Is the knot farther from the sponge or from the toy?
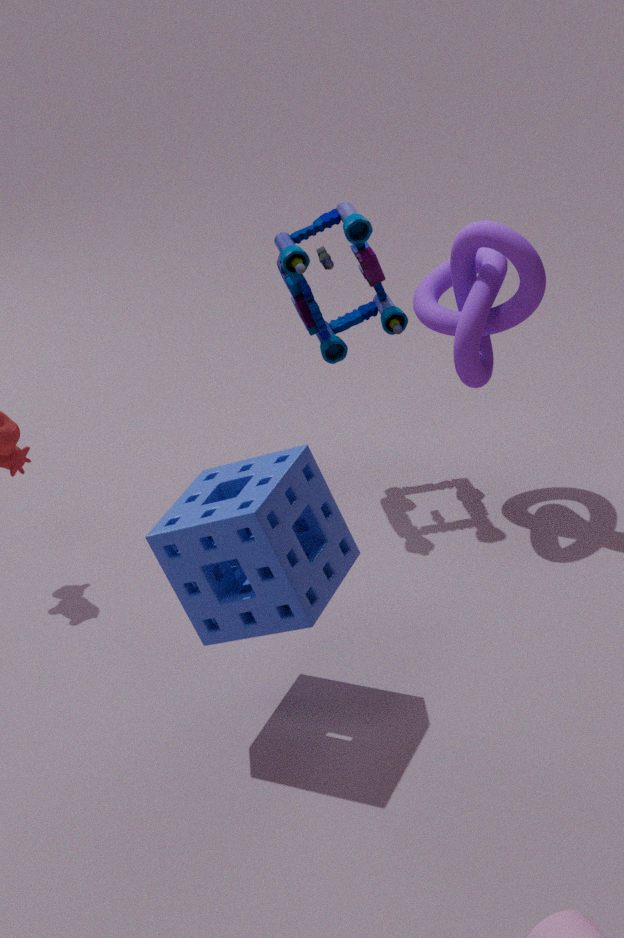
the sponge
